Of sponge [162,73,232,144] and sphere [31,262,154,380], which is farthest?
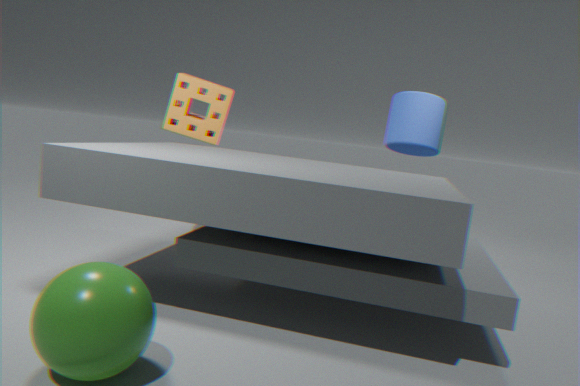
sponge [162,73,232,144]
